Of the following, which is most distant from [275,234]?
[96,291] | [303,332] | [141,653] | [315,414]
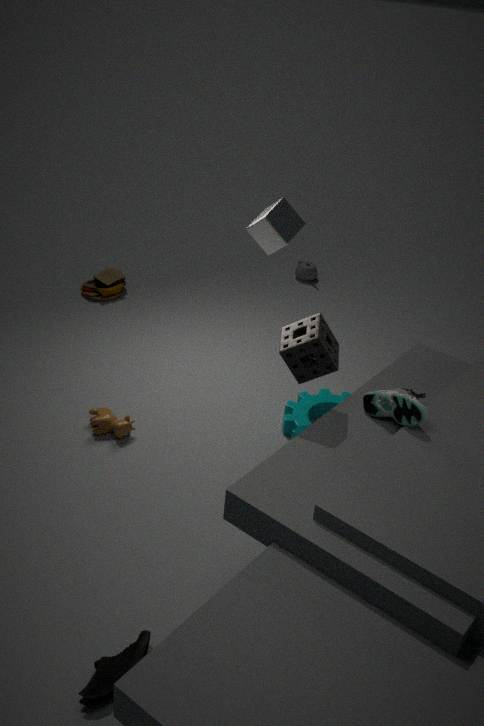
[141,653]
